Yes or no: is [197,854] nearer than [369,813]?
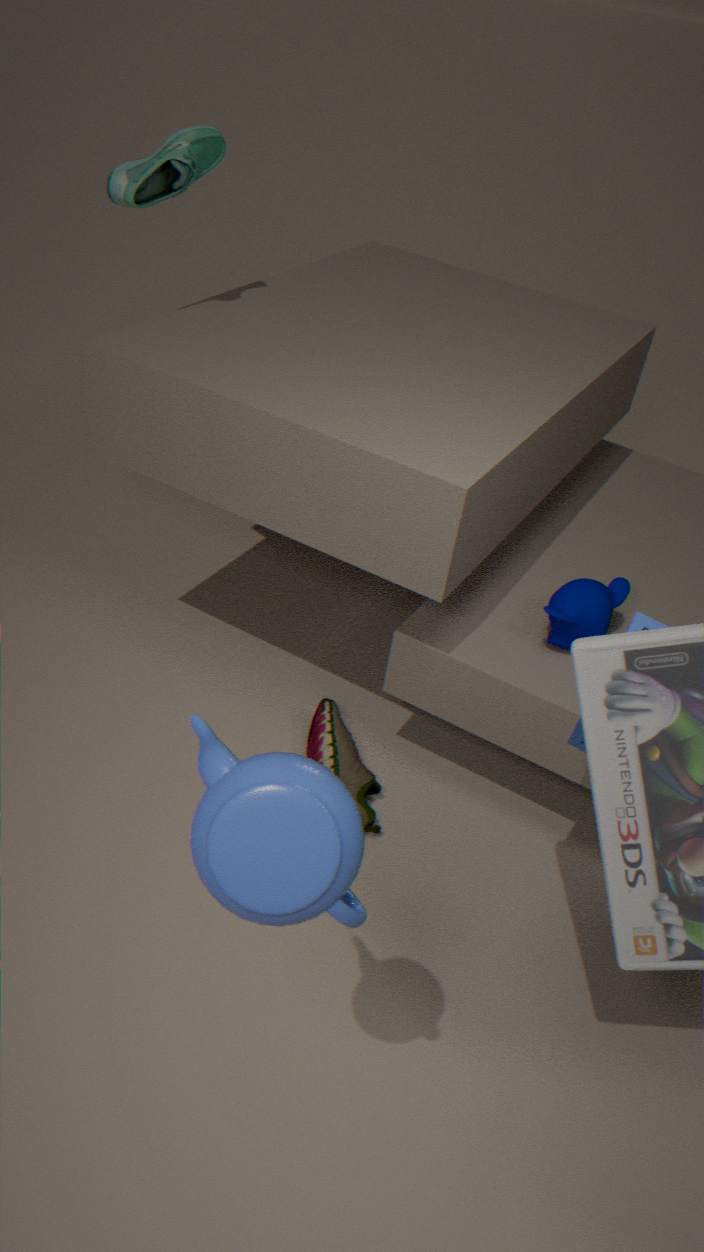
Yes
